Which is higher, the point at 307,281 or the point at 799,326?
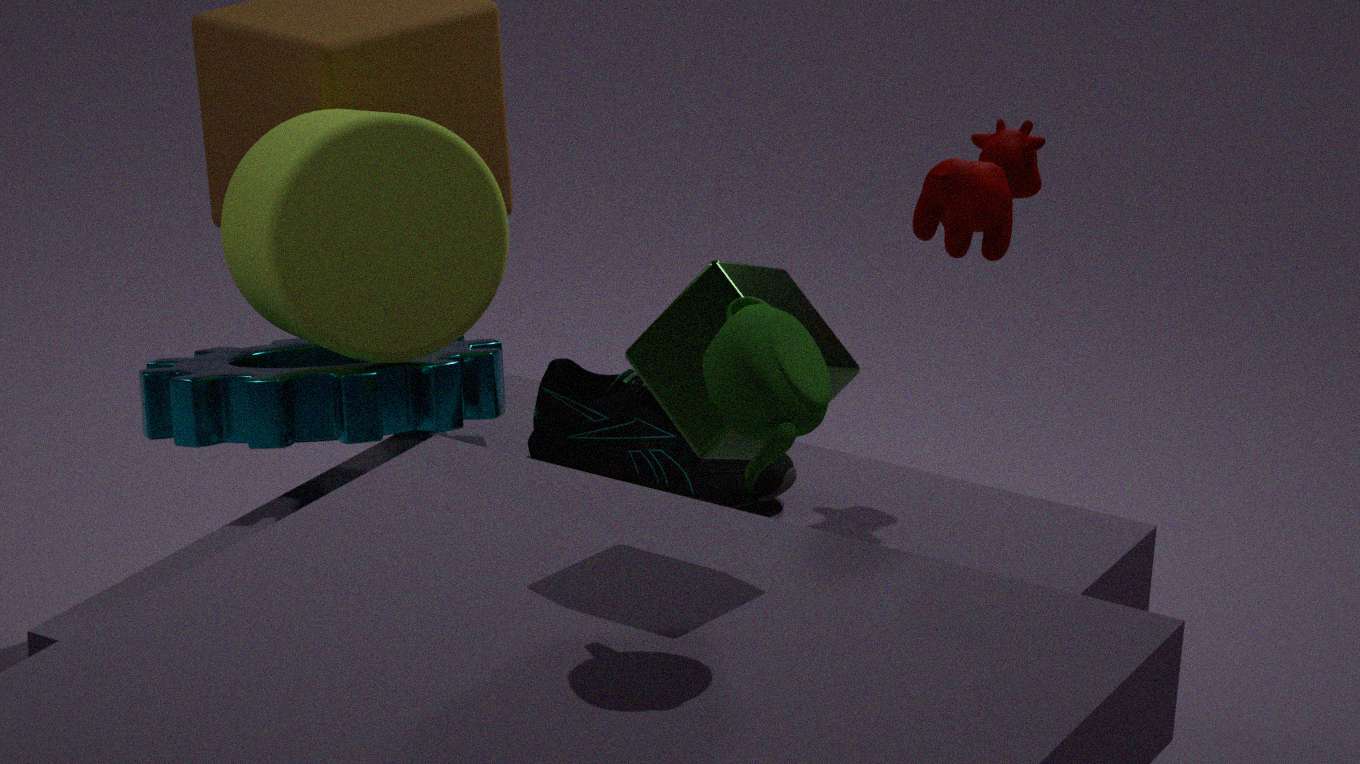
the point at 799,326
